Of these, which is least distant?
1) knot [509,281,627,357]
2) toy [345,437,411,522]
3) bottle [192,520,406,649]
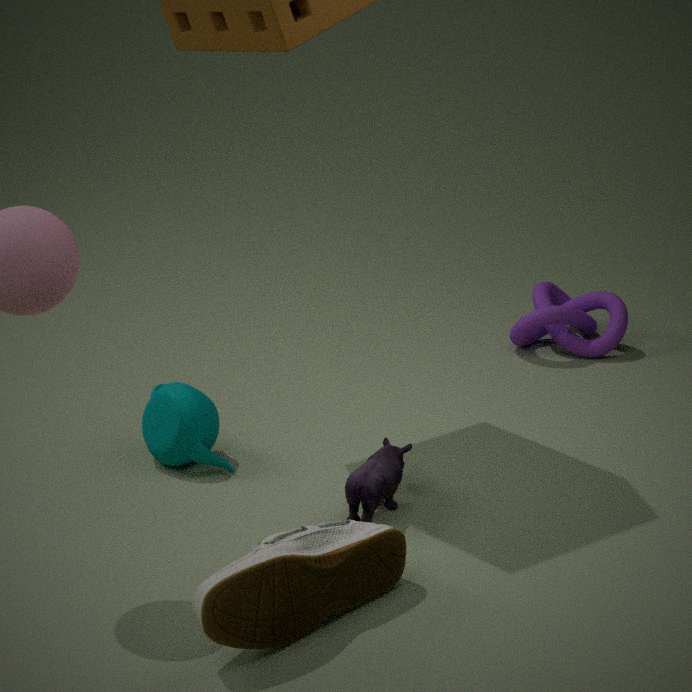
3. bottle [192,520,406,649]
